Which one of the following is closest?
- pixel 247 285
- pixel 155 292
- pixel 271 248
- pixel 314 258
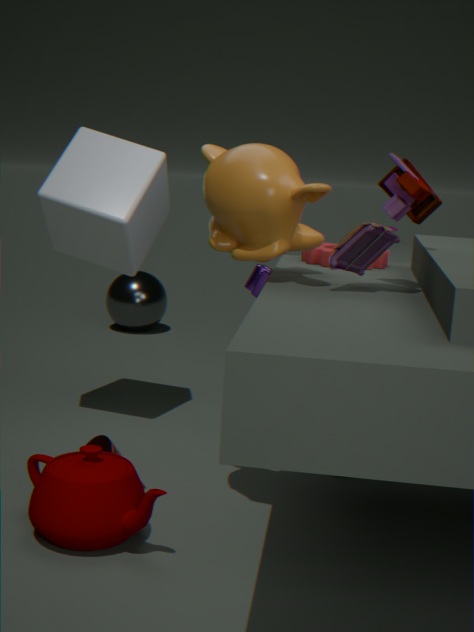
pixel 271 248
